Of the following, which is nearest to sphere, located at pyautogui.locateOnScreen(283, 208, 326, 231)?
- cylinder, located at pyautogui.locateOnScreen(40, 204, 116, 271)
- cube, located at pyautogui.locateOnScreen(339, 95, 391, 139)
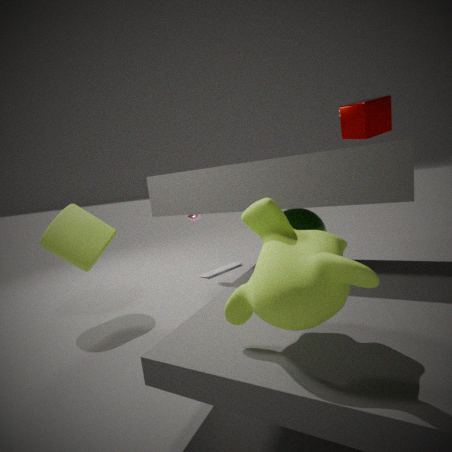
cube, located at pyautogui.locateOnScreen(339, 95, 391, 139)
